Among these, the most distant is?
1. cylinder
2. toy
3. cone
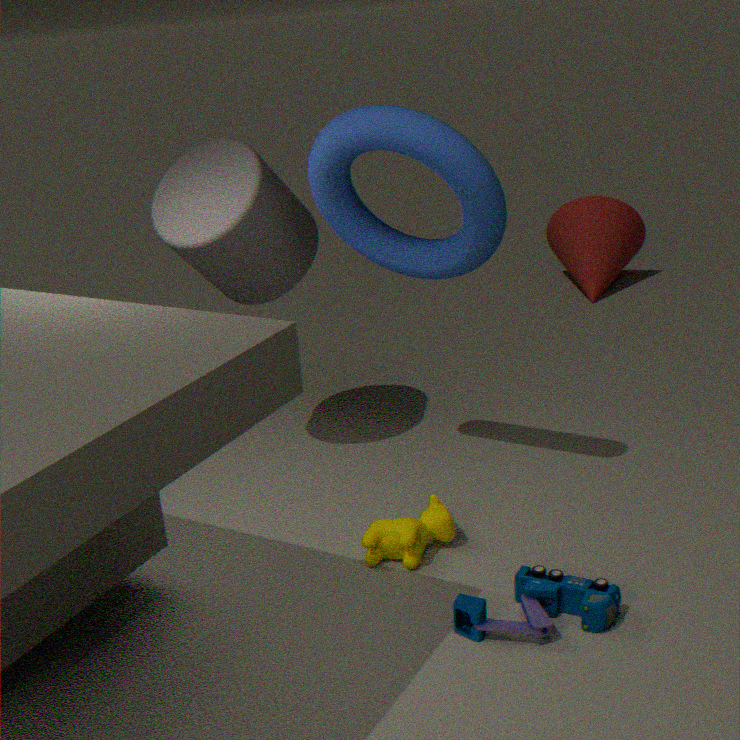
cone
